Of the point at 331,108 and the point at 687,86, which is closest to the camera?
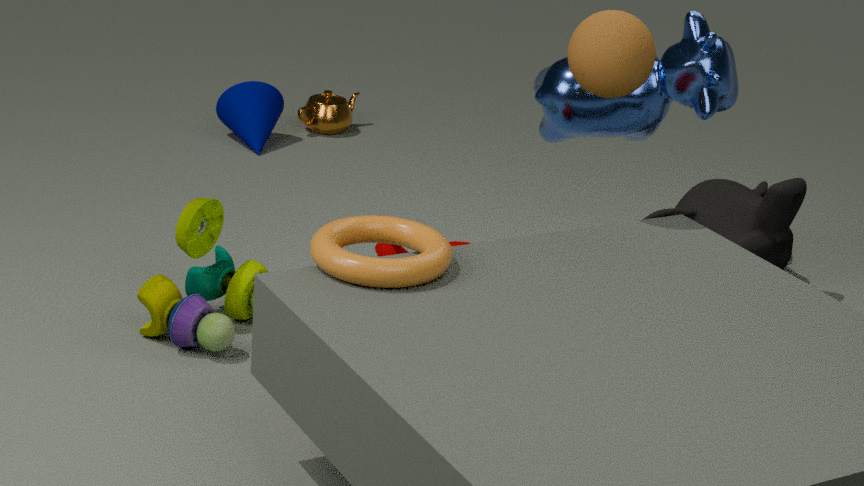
the point at 687,86
